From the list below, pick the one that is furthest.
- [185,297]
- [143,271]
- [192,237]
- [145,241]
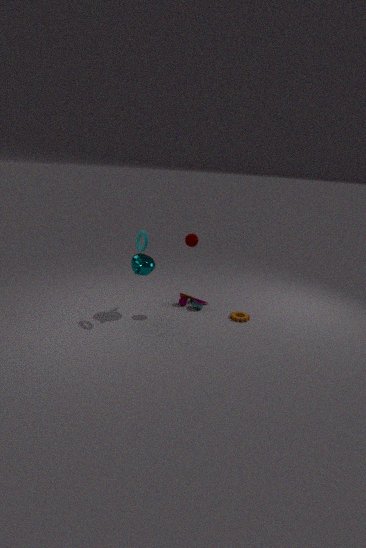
[185,297]
